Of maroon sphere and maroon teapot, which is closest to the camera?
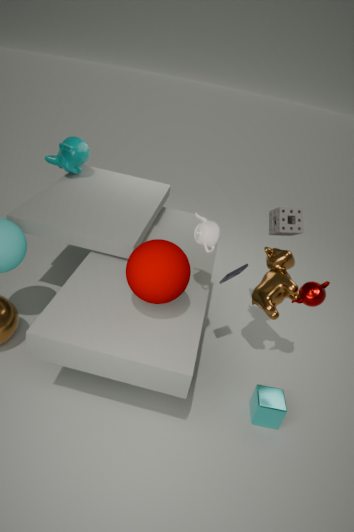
maroon sphere
